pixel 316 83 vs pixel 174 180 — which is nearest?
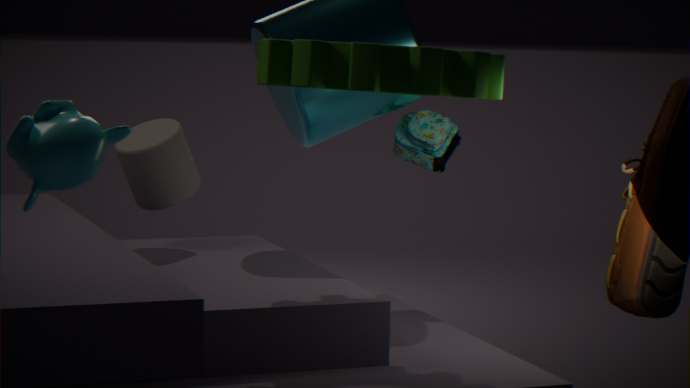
pixel 316 83
